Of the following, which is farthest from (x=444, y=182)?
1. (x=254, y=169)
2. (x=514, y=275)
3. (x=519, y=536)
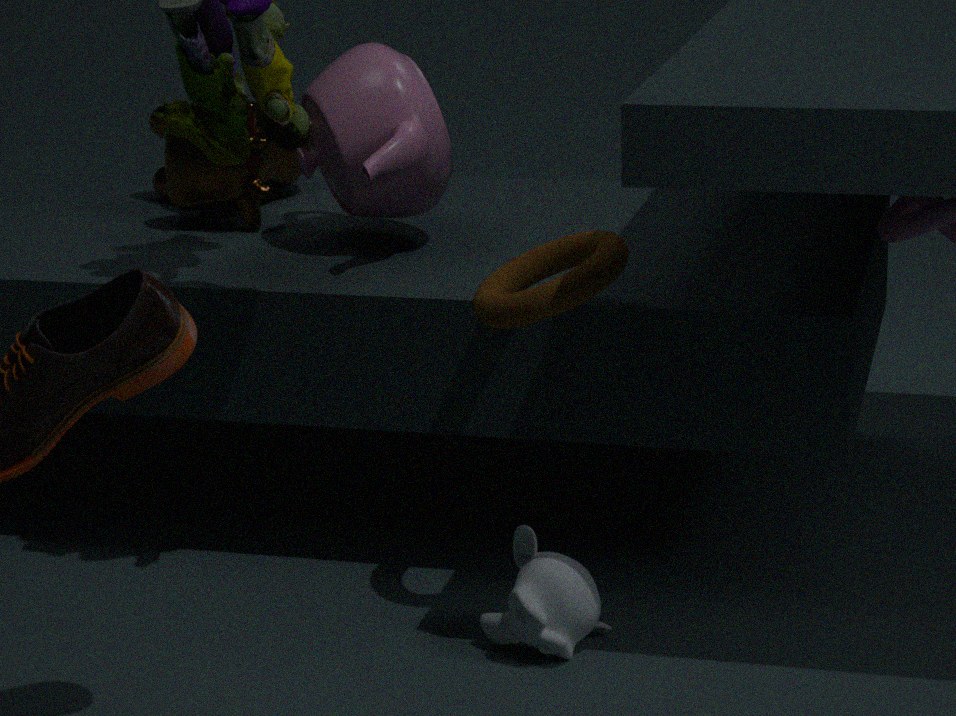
(x=519, y=536)
